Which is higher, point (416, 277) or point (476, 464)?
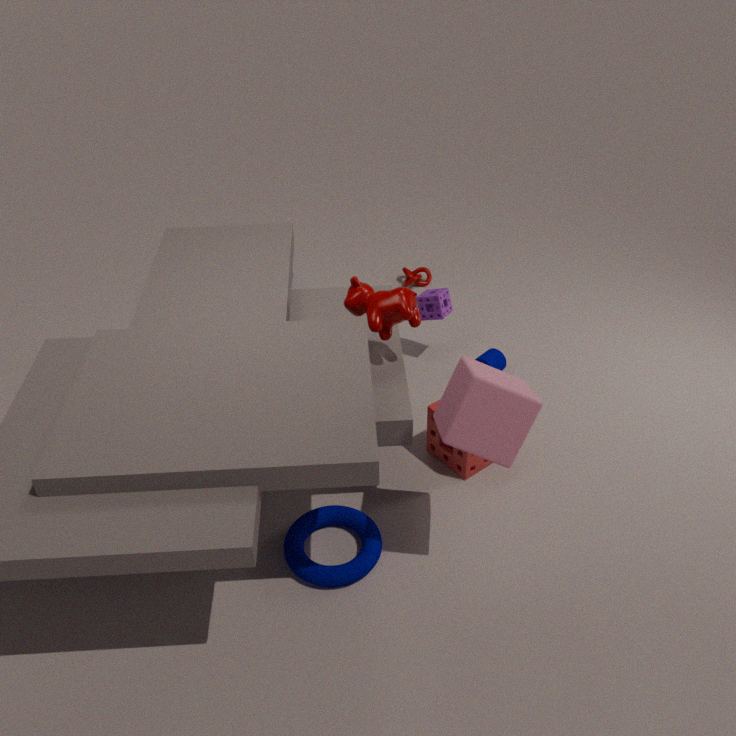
point (476, 464)
